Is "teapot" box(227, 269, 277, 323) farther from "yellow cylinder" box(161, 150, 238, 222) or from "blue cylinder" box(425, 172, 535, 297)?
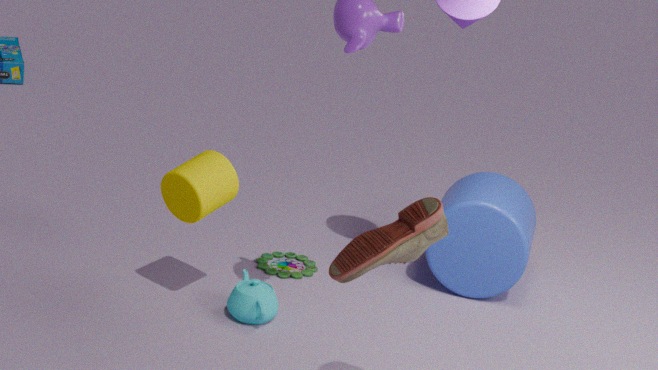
"blue cylinder" box(425, 172, 535, 297)
